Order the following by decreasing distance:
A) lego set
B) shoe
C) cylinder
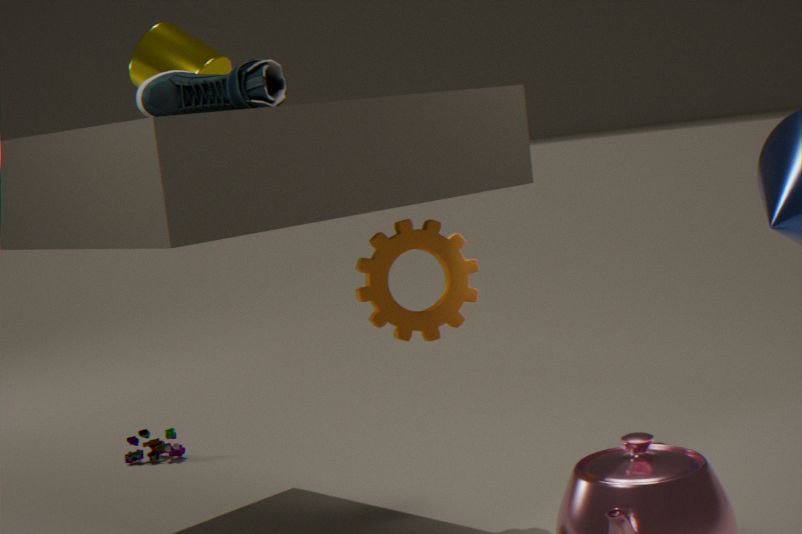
lego set
cylinder
shoe
